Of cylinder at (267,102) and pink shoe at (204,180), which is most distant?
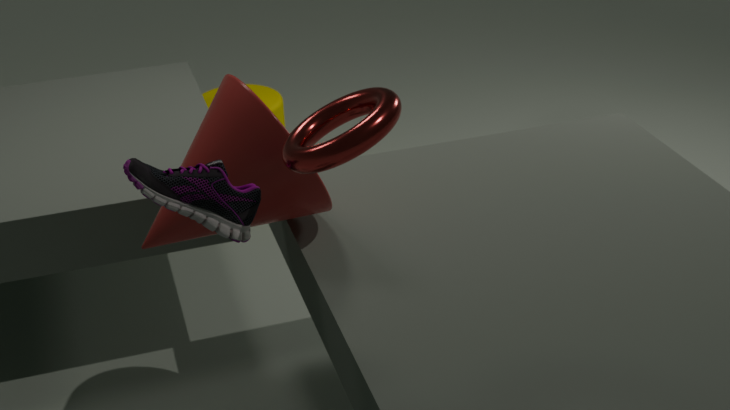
cylinder at (267,102)
